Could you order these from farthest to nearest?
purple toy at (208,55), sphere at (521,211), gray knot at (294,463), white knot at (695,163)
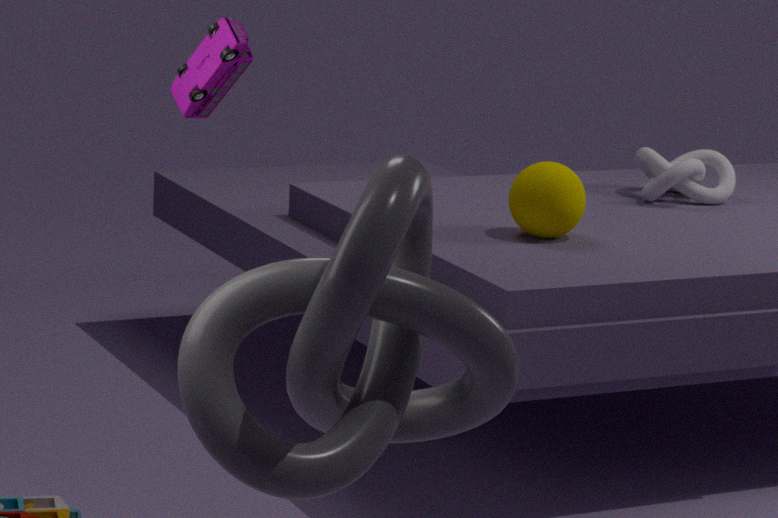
white knot at (695,163), sphere at (521,211), purple toy at (208,55), gray knot at (294,463)
